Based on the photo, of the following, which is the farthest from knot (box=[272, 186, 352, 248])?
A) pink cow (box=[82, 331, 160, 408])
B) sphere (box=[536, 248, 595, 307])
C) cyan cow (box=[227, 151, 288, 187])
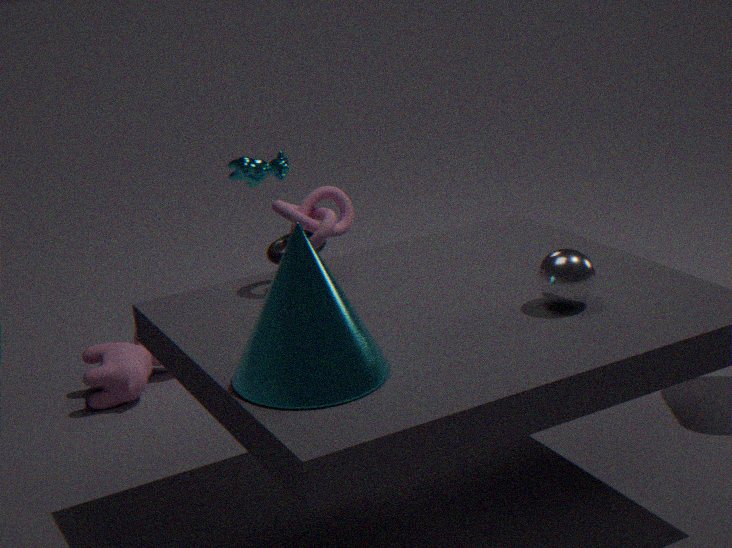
pink cow (box=[82, 331, 160, 408])
